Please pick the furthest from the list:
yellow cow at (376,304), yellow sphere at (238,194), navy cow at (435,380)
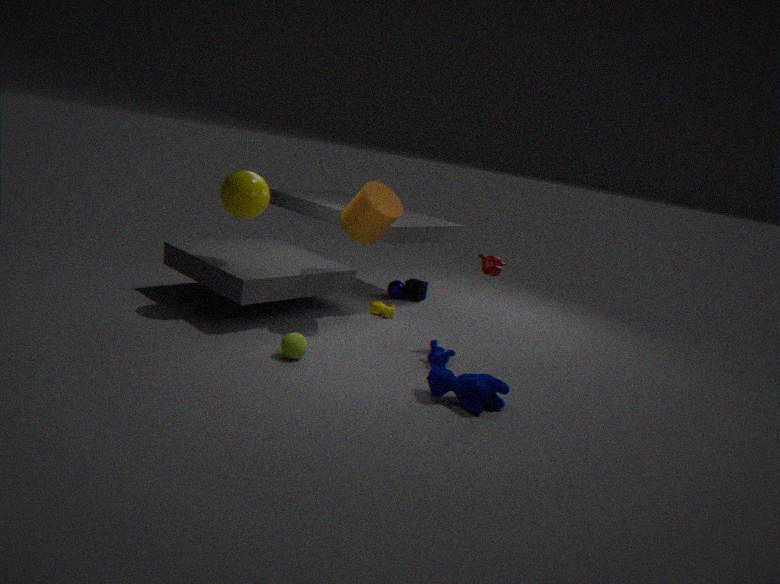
yellow cow at (376,304)
